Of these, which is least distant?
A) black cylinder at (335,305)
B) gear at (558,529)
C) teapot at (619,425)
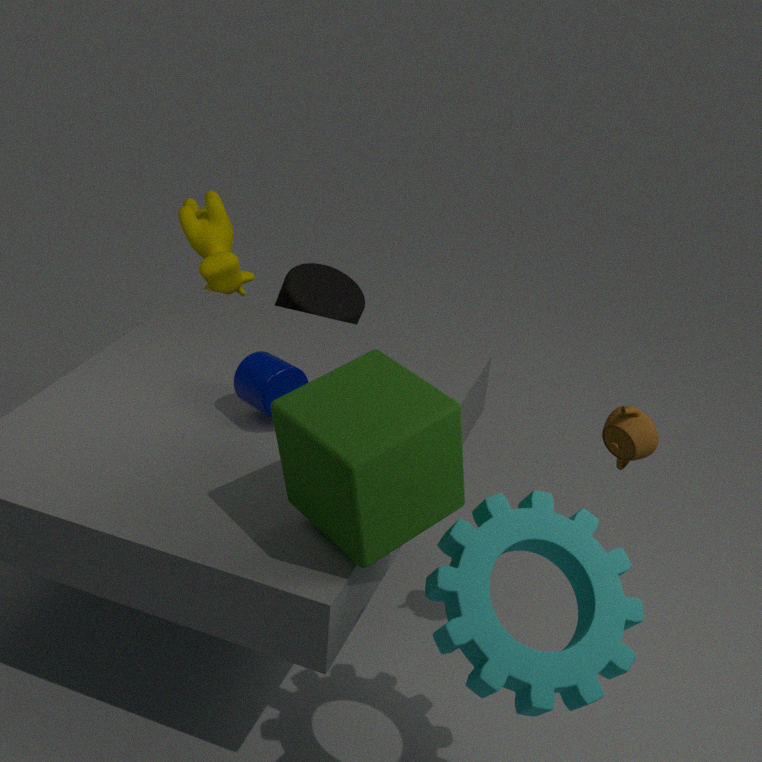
gear at (558,529)
